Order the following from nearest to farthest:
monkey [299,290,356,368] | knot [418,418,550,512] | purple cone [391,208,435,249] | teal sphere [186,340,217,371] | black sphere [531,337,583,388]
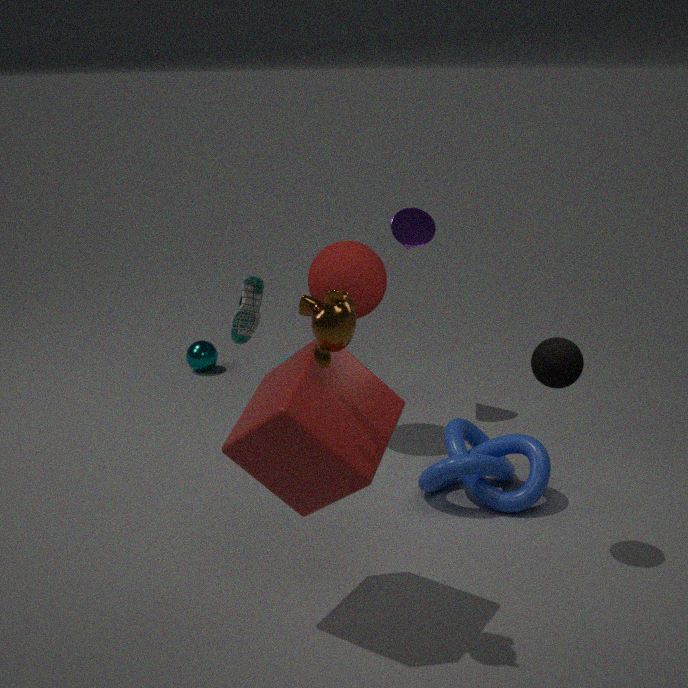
1. monkey [299,290,356,368]
2. black sphere [531,337,583,388]
3. knot [418,418,550,512]
4. purple cone [391,208,435,249]
5. teal sphere [186,340,217,371]
